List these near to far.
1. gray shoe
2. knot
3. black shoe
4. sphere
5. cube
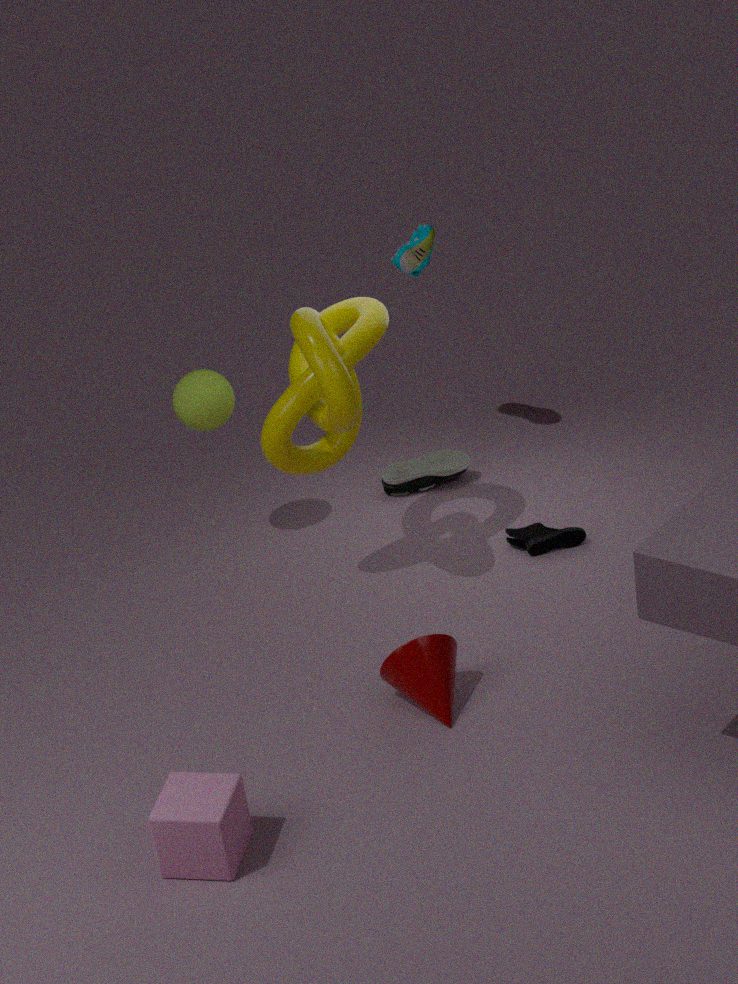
cube < knot < black shoe < sphere < gray shoe
